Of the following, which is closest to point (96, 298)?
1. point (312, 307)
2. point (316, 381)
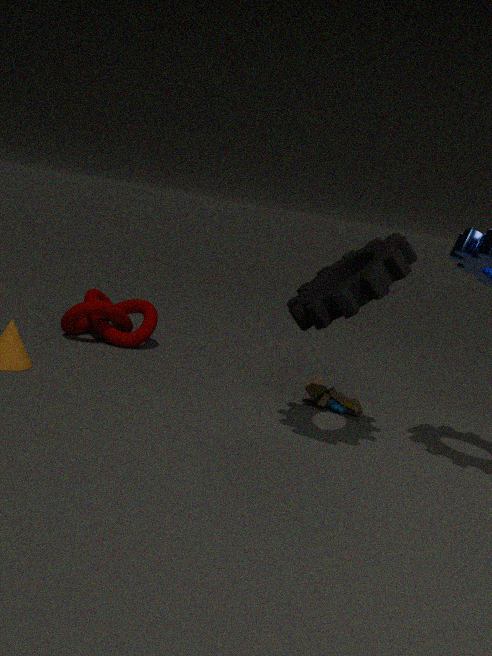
point (316, 381)
